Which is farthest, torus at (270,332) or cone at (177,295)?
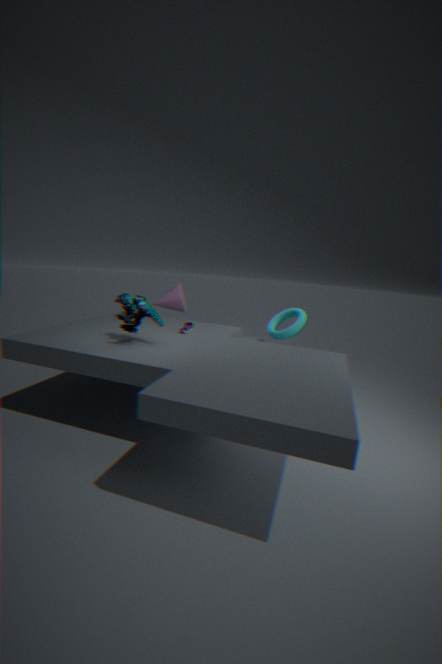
cone at (177,295)
